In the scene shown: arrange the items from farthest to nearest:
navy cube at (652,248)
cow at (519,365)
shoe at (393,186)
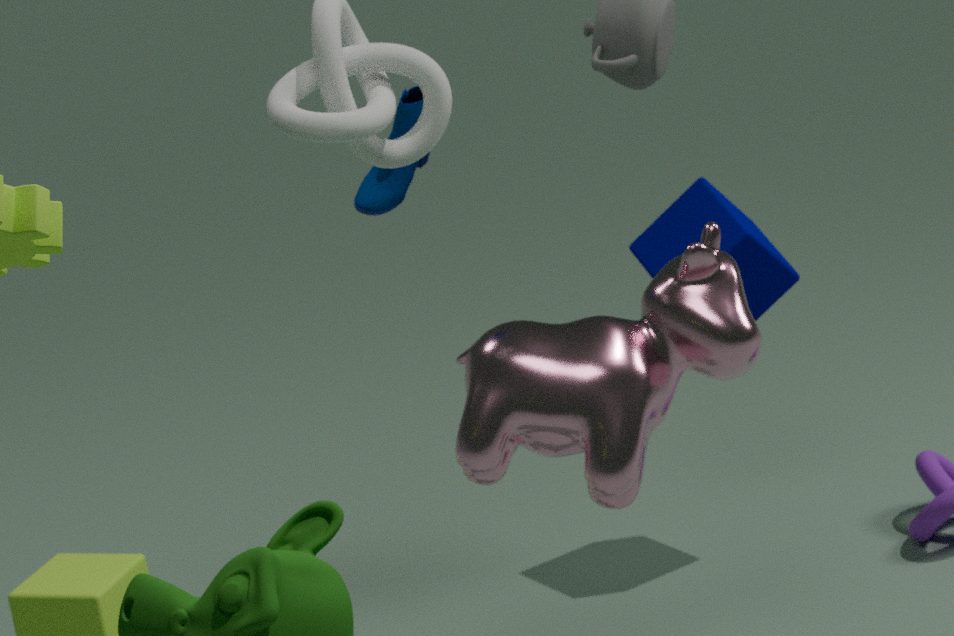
navy cube at (652,248) < shoe at (393,186) < cow at (519,365)
